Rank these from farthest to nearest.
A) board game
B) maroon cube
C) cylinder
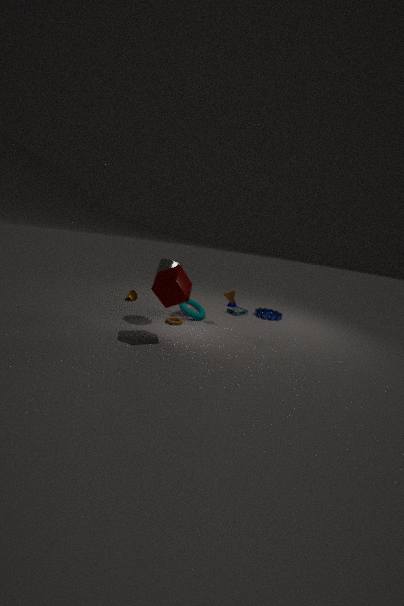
board game
cylinder
maroon cube
